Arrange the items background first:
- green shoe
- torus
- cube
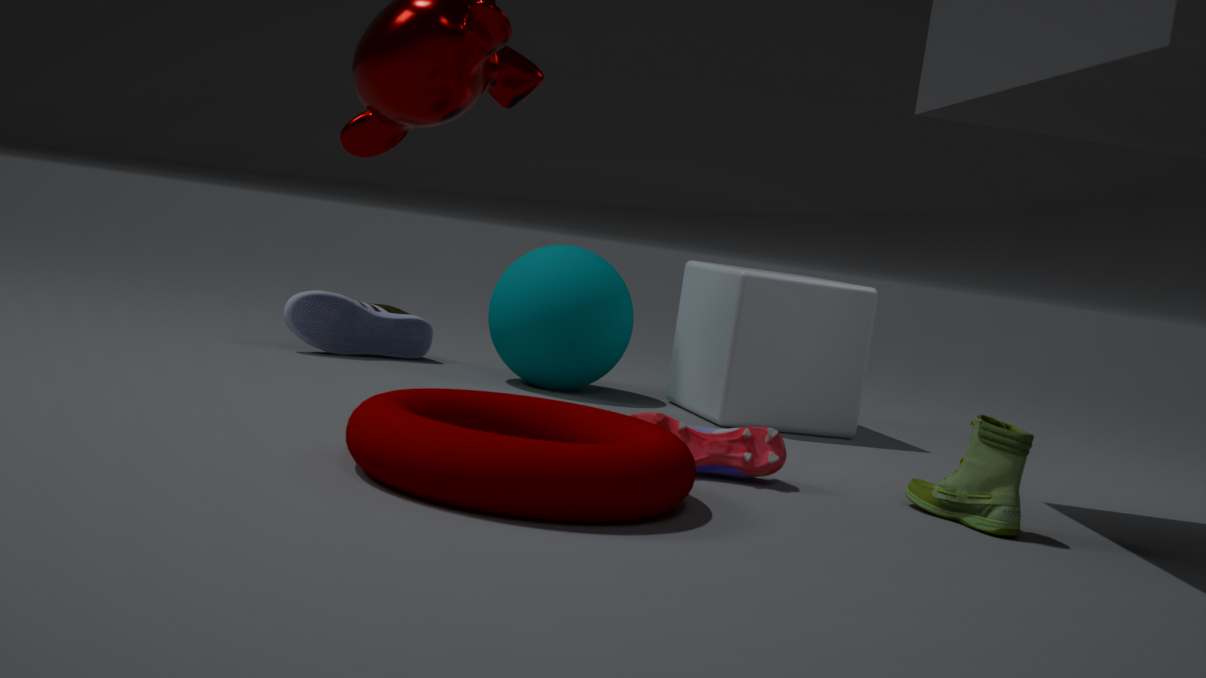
cube, green shoe, torus
